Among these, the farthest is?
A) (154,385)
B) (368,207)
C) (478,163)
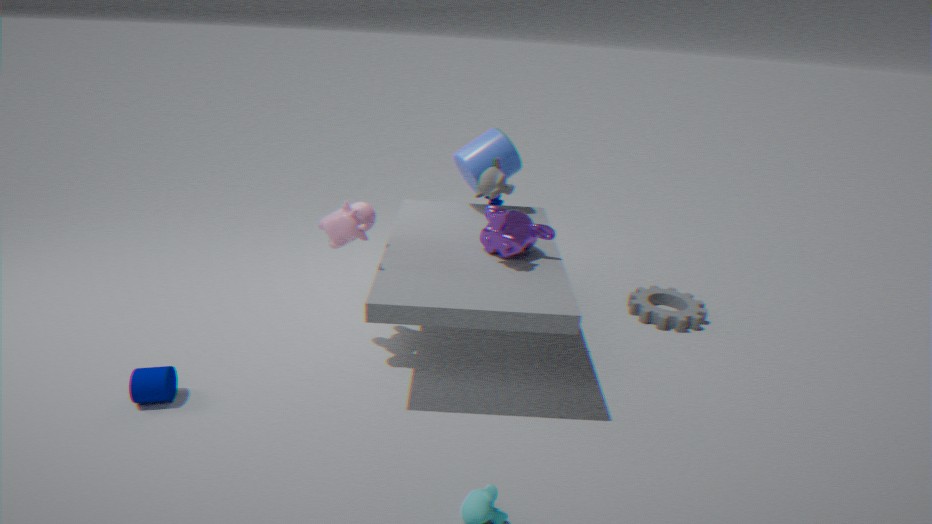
(478,163)
